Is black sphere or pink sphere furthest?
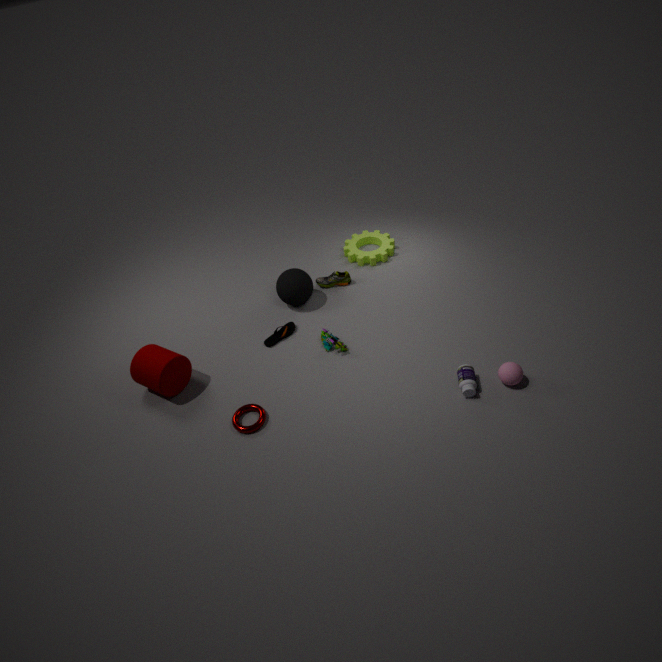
black sphere
